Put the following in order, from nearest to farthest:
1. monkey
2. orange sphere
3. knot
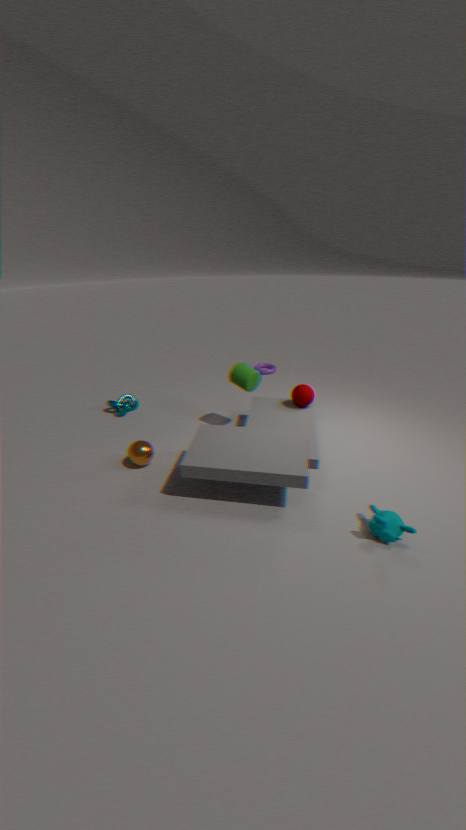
monkey, orange sphere, knot
